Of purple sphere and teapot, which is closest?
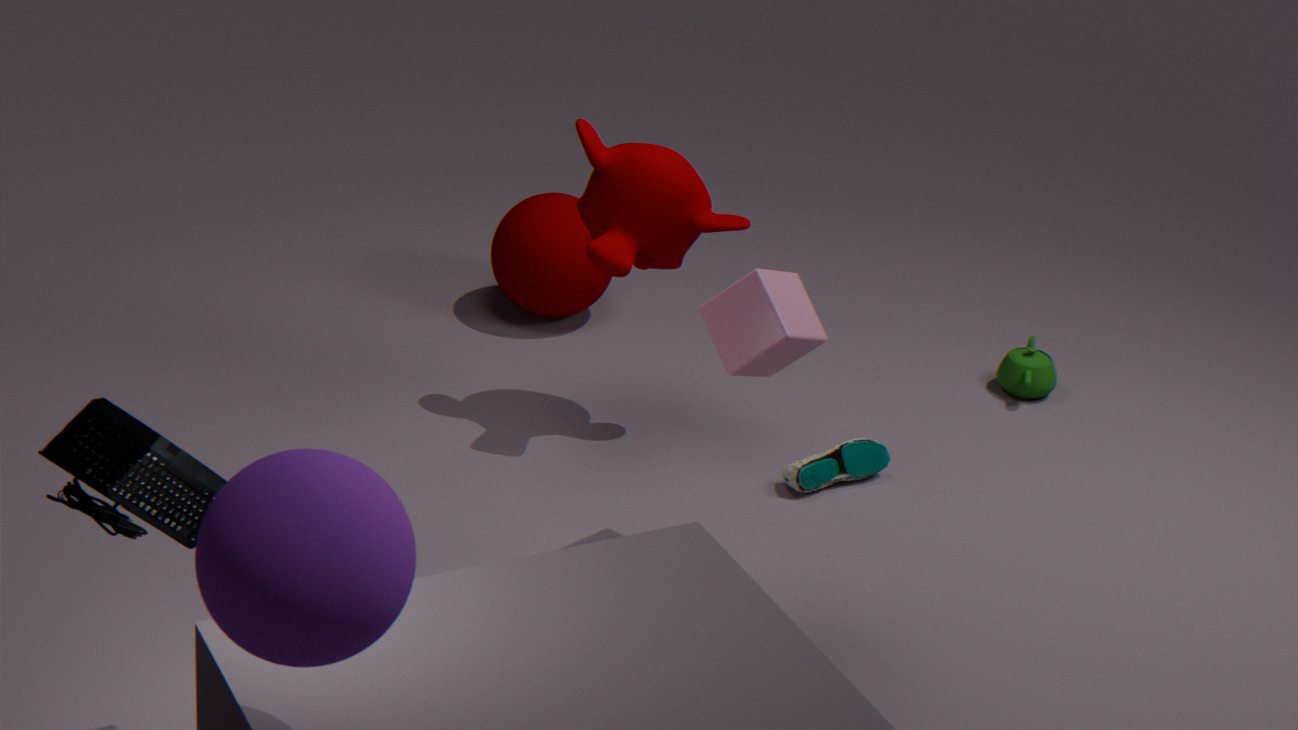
purple sphere
